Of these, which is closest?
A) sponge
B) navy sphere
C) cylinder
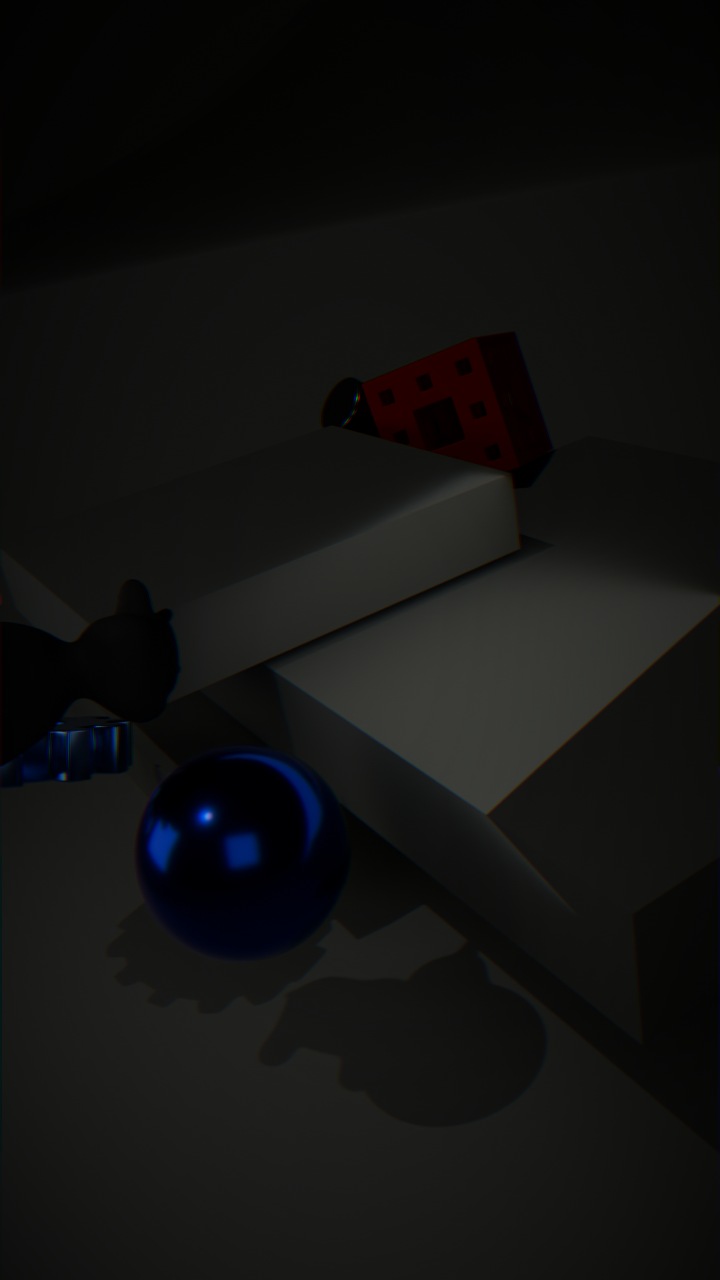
navy sphere
